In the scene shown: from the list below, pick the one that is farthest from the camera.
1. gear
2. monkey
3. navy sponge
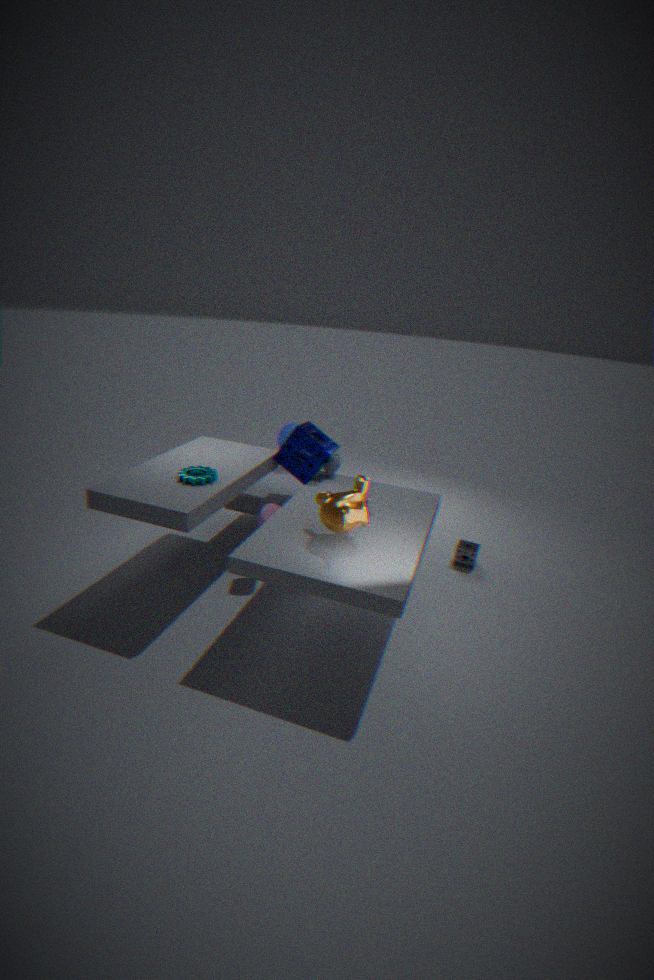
navy sponge
